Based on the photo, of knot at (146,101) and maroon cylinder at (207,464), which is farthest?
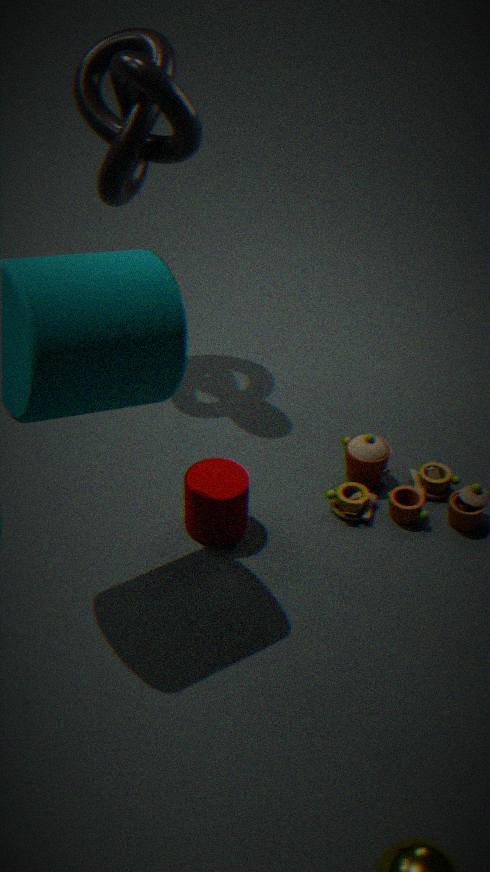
knot at (146,101)
